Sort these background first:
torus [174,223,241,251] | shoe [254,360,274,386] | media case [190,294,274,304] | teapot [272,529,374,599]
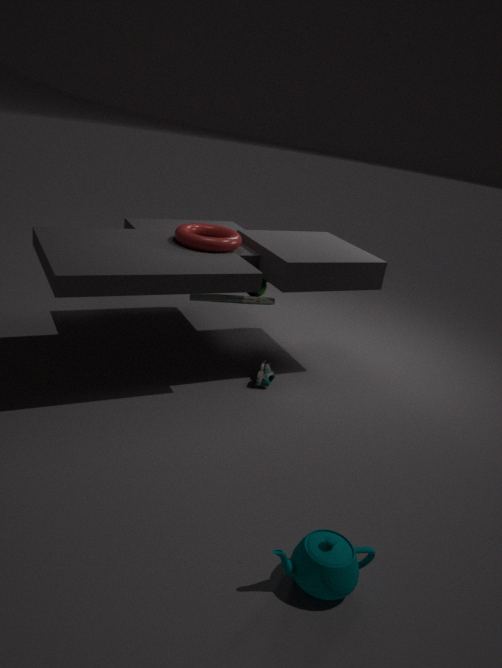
shoe [254,360,274,386] → torus [174,223,241,251] → media case [190,294,274,304] → teapot [272,529,374,599]
